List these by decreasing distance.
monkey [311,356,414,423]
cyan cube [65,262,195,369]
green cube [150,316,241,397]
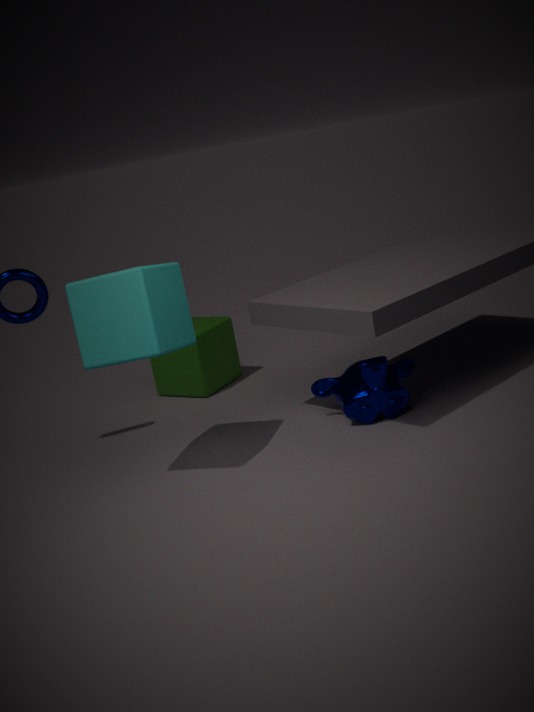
green cube [150,316,241,397] → monkey [311,356,414,423] → cyan cube [65,262,195,369]
